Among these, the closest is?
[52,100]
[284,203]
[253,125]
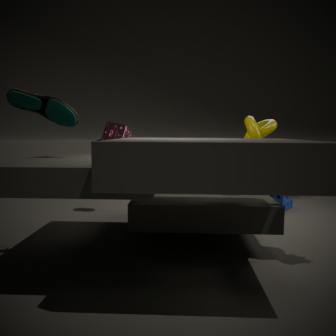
[52,100]
